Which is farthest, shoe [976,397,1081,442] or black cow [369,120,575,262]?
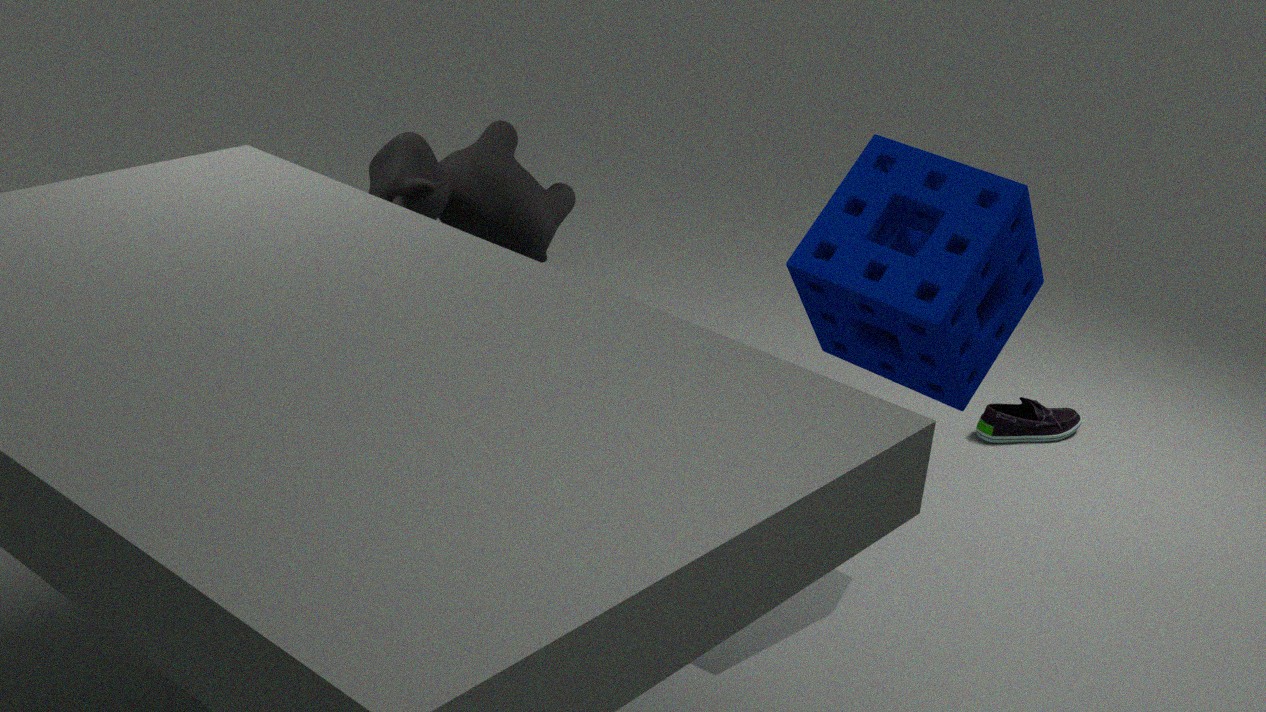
shoe [976,397,1081,442]
